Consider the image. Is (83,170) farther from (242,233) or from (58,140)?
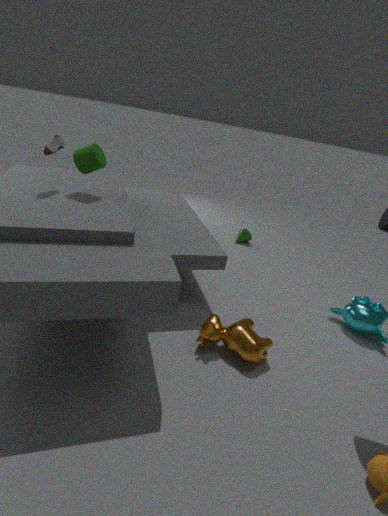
(242,233)
